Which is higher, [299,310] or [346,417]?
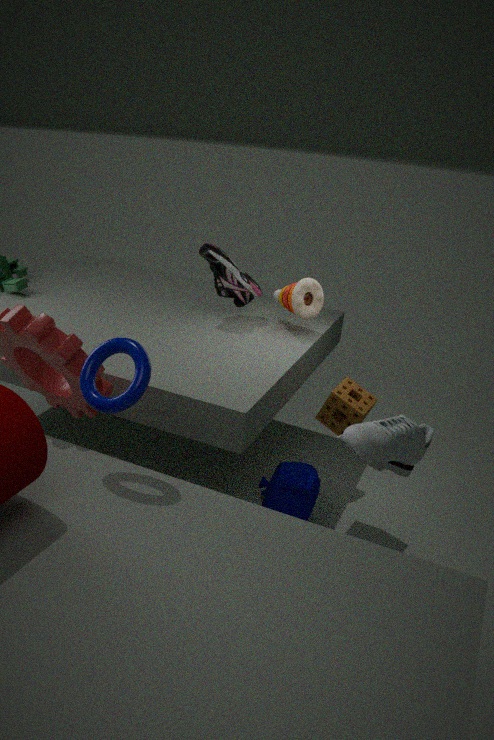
[299,310]
